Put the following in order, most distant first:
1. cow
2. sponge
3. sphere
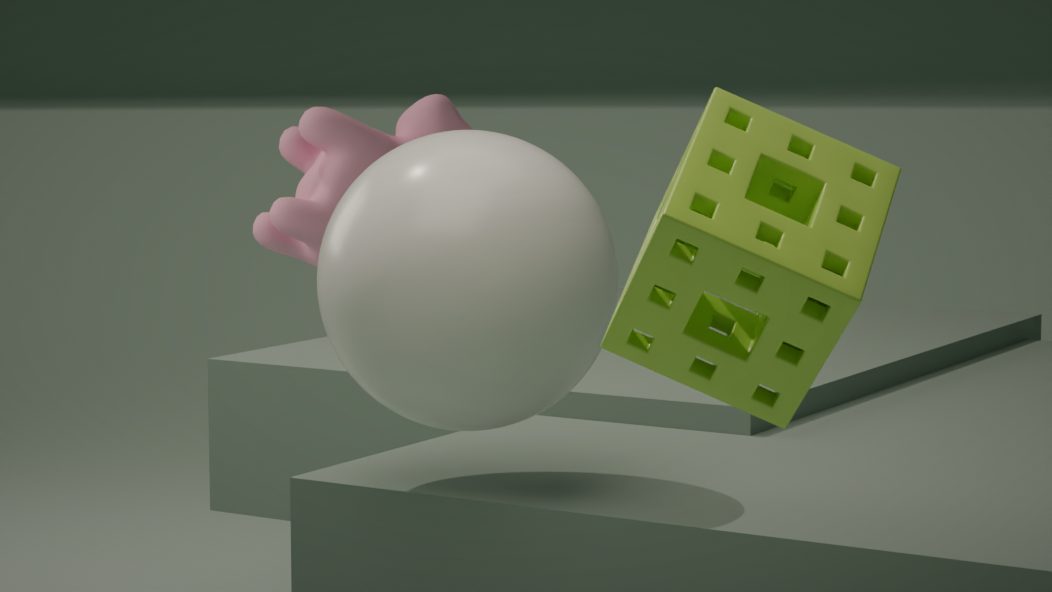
cow < sphere < sponge
